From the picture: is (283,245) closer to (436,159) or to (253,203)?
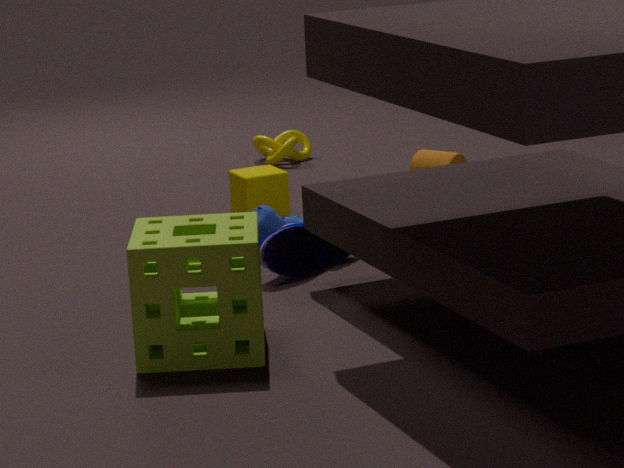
(253,203)
